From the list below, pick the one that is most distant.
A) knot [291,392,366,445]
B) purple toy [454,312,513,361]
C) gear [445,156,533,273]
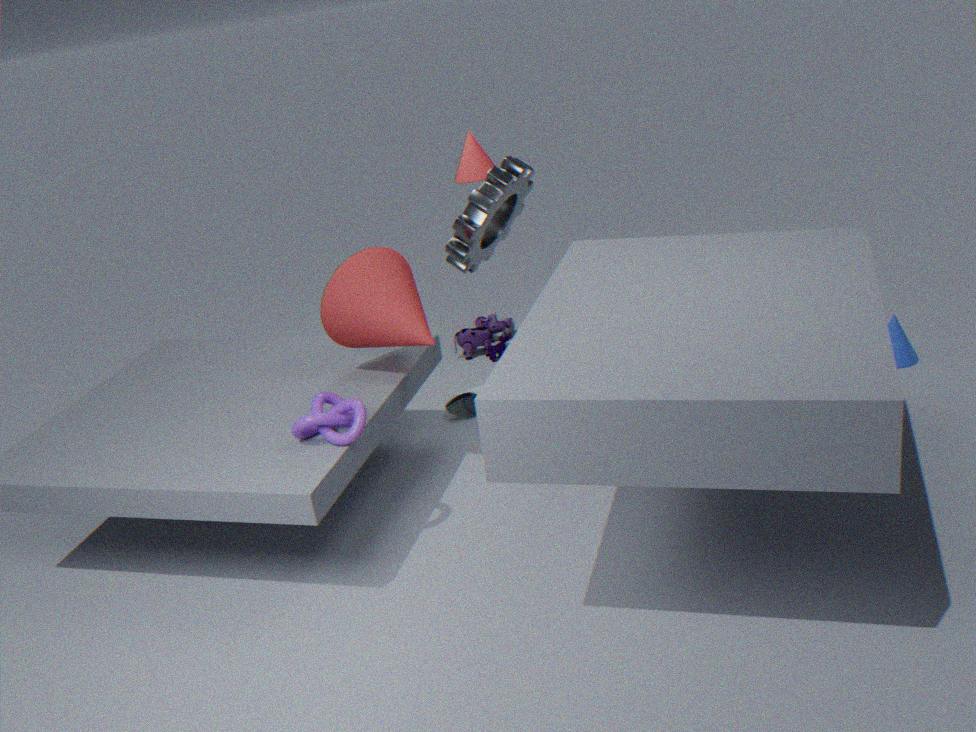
purple toy [454,312,513,361]
